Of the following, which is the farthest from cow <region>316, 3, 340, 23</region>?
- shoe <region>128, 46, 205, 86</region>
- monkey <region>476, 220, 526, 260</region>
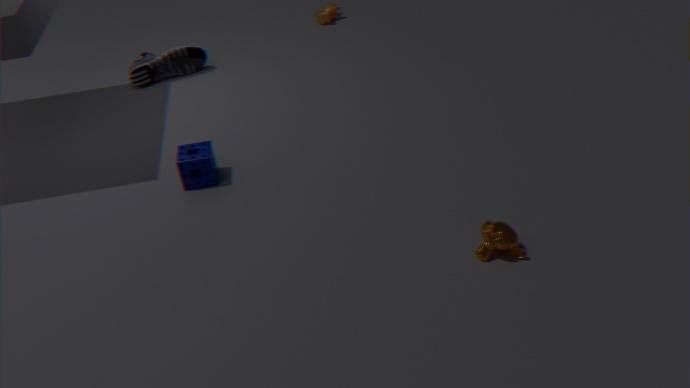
monkey <region>476, 220, 526, 260</region>
